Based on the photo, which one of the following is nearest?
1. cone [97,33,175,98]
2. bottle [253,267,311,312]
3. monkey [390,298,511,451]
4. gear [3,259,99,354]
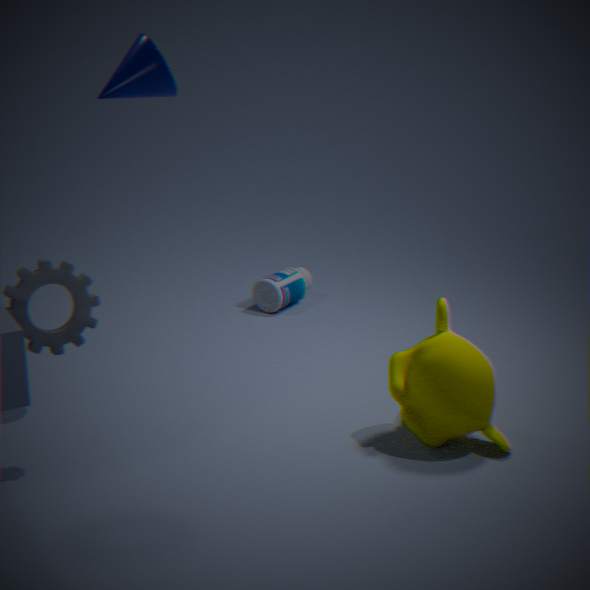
gear [3,259,99,354]
